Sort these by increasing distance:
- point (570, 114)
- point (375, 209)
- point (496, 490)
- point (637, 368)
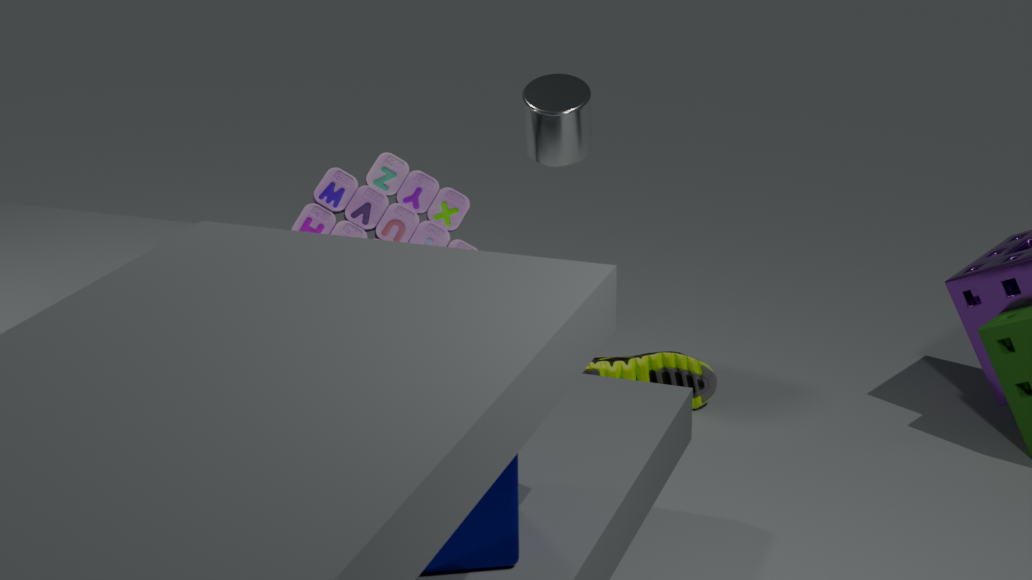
point (496, 490), point (375, 209), point (570, 114), point (637, 368)
